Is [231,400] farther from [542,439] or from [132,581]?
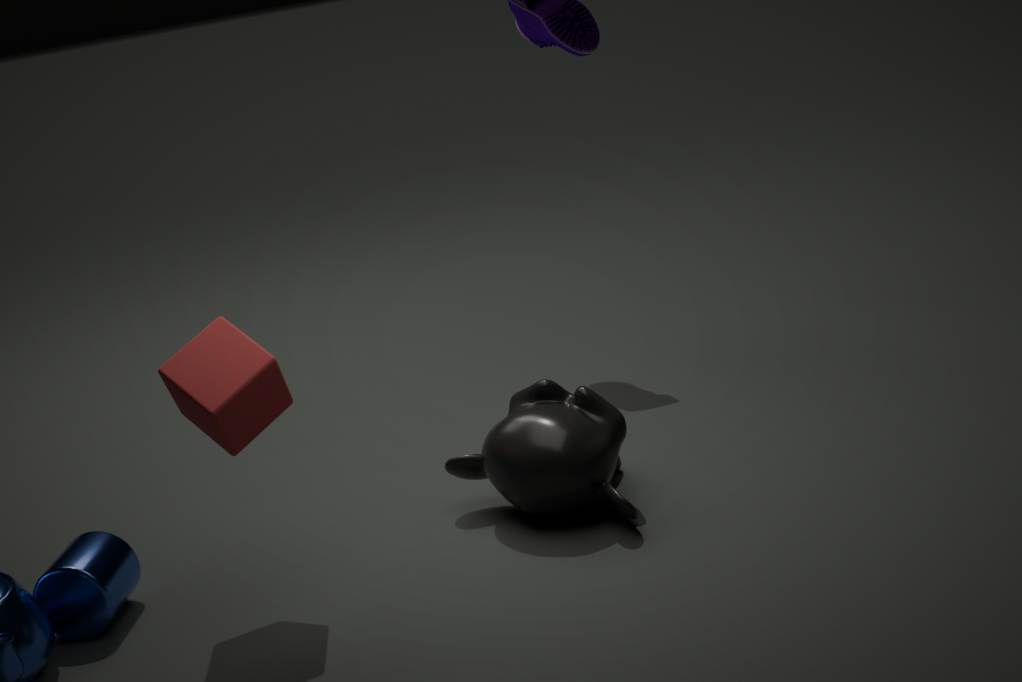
[542,439]
